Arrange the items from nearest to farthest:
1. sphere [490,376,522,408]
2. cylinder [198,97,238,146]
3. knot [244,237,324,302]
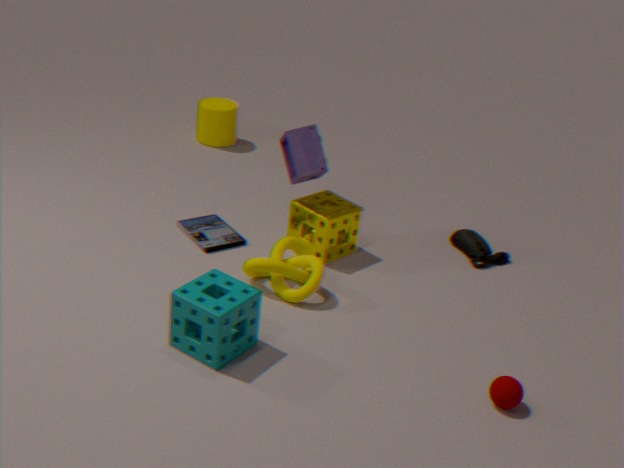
sphere [490,376,522,408] → knot [244,237,324,302] → cylinder [198,97,238,146]
